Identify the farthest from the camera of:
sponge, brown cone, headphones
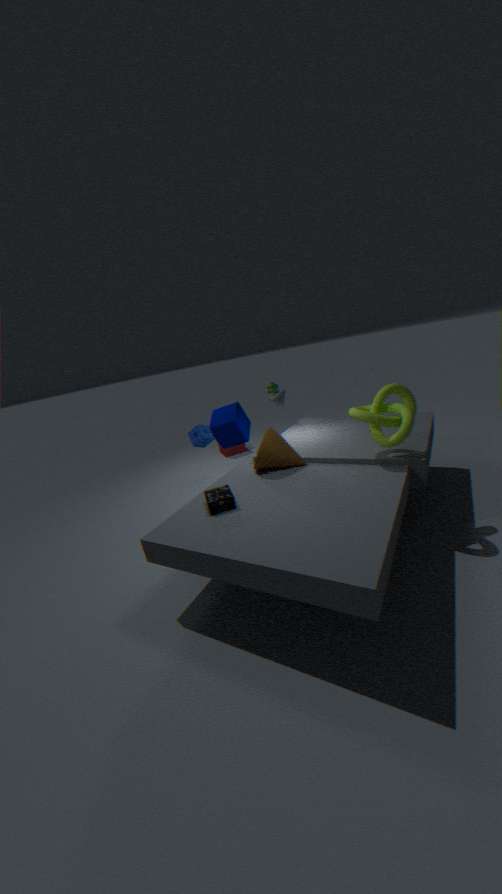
sponge
